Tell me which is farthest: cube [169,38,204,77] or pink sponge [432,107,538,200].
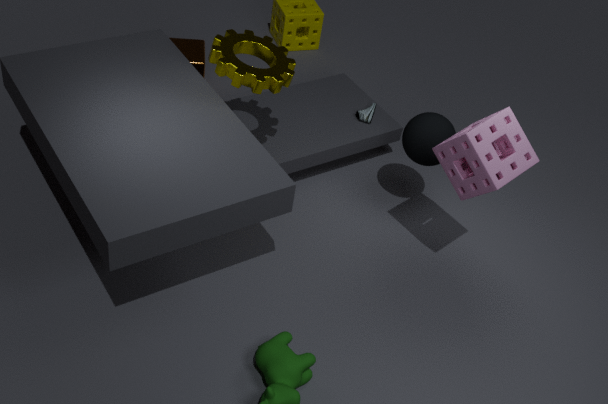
cube [169,38,204,77]
